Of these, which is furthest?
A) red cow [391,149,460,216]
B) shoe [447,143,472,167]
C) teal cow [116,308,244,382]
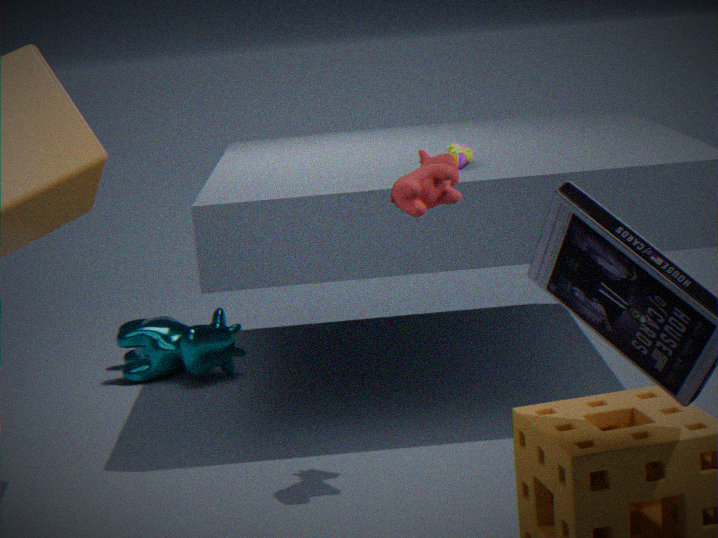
teal cow [116,308,244,382]
